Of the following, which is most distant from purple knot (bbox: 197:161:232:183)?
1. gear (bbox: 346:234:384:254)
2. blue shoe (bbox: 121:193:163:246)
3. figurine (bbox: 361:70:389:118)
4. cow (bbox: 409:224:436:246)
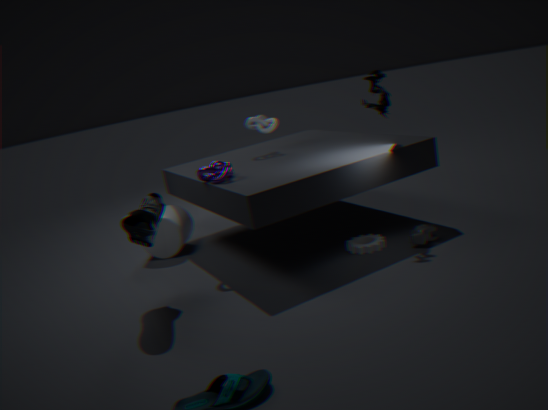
cow (bbox: 409:224:436:246)
